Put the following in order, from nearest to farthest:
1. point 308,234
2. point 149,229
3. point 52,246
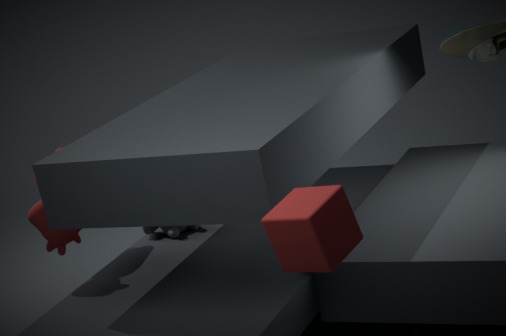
point 308,234 → point 52,246 → point 149,229
